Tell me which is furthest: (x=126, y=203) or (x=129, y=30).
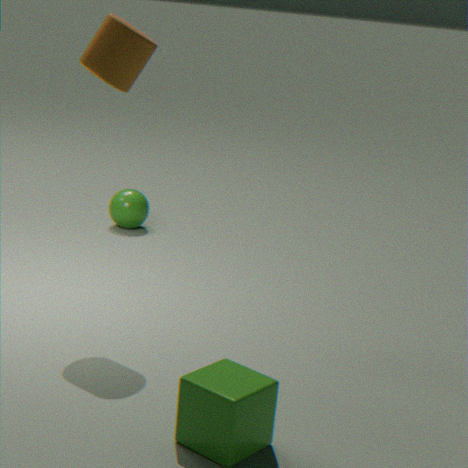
(x=126, y=203)
